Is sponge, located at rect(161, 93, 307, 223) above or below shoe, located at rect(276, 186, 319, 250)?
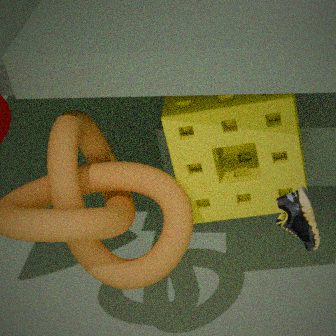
below
